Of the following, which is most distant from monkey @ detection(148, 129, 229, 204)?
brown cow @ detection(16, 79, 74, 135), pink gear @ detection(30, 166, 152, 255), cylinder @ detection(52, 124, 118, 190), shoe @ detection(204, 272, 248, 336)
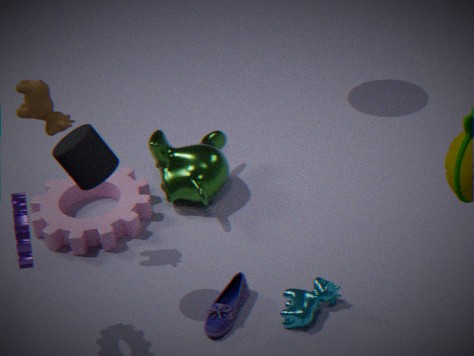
cylinder @ detection(52, 124, 118, 190)
